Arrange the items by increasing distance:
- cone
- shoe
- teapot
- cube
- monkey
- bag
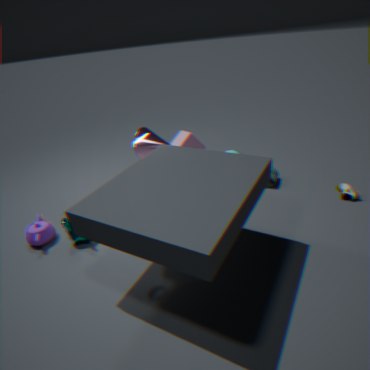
monkey, teapot, cone, shoe, cube, bag
